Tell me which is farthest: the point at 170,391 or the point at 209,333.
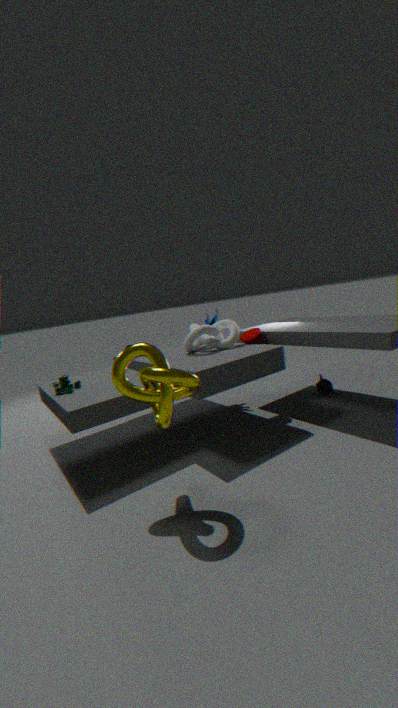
the point at 209,333
